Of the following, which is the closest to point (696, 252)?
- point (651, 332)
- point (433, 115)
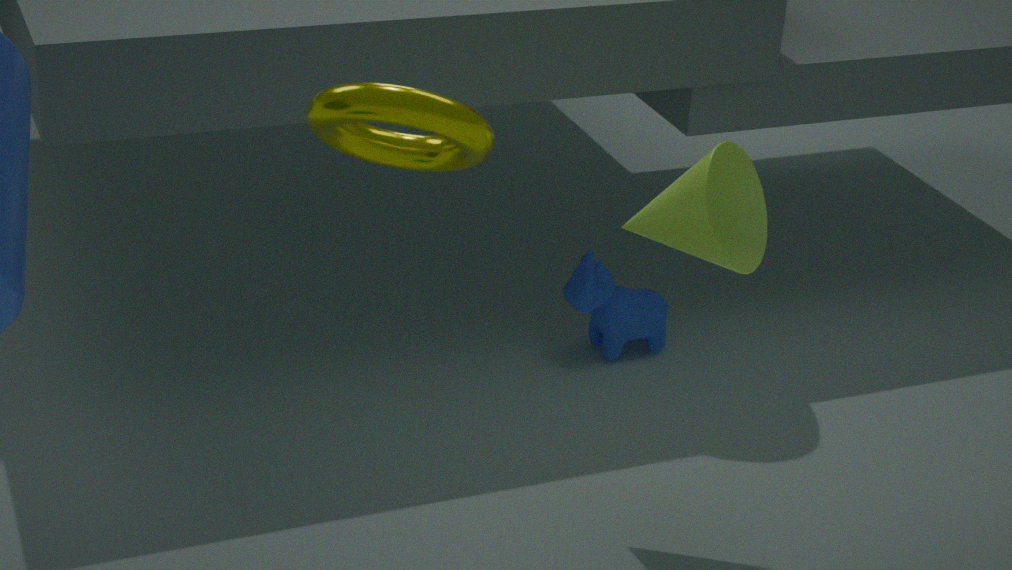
point (433, 115)
